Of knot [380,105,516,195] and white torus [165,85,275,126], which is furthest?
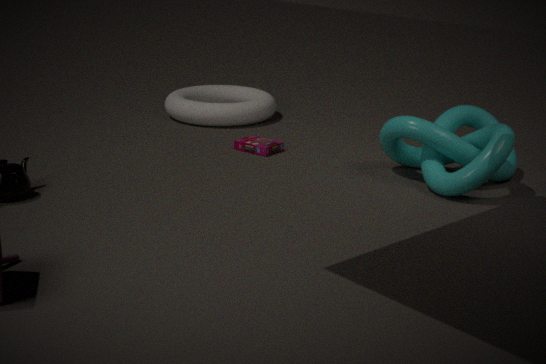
white torus [165,85,275,126]
